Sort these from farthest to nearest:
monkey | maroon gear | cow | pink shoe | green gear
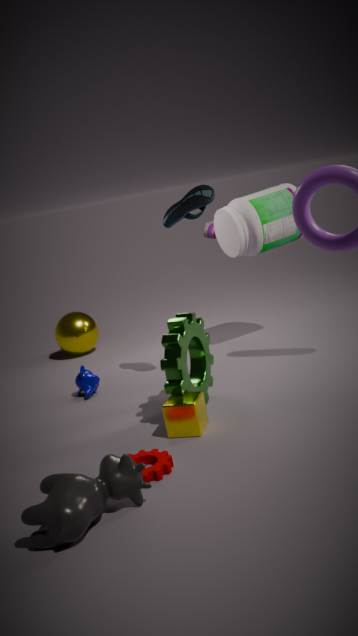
pink shoe < monkey < green gear < maroon gear < cow
